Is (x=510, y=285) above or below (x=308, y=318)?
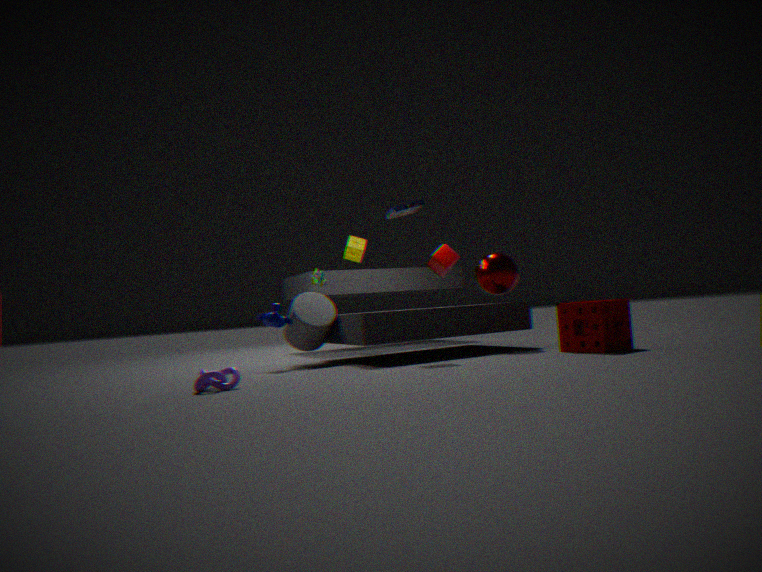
above
